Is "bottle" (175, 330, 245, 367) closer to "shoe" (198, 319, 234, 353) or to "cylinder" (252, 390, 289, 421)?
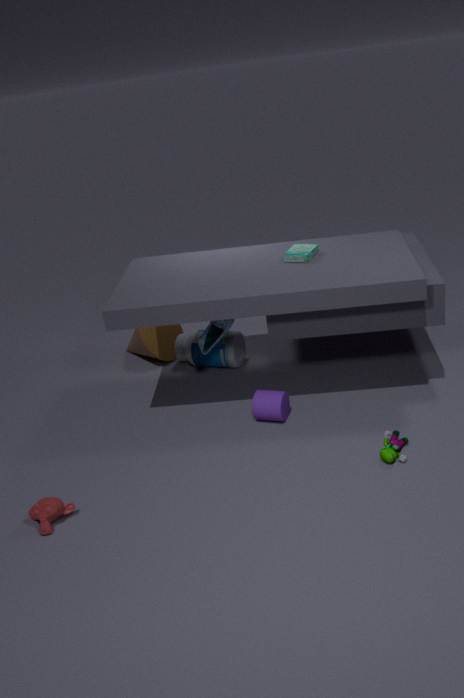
"shoe" (198, 319, 234, 353)
